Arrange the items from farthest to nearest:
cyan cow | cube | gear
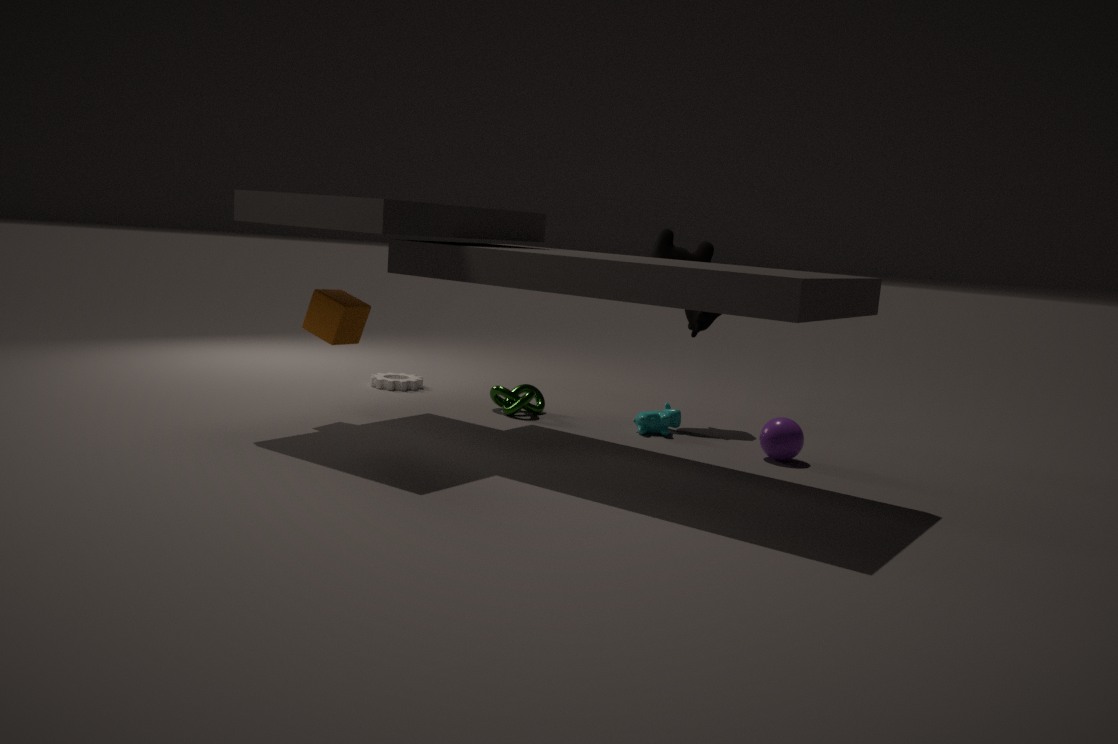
gear
cyan cow
cube
